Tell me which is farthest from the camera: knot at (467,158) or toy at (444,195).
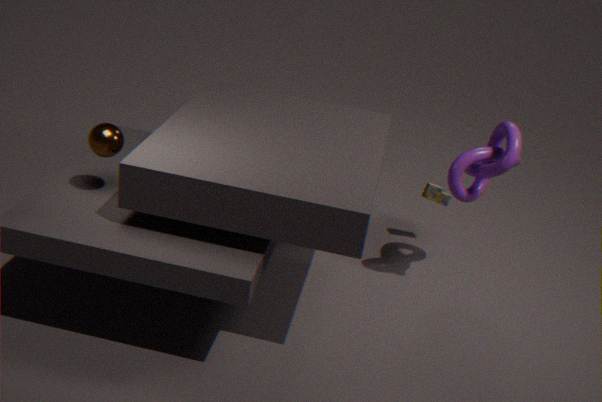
toy at (444,195)
